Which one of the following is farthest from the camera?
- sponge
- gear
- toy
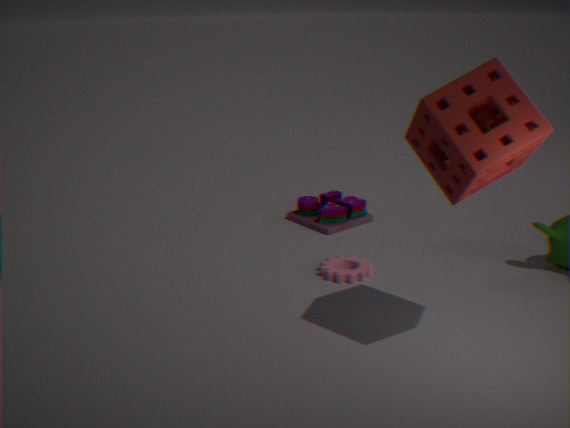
toy
